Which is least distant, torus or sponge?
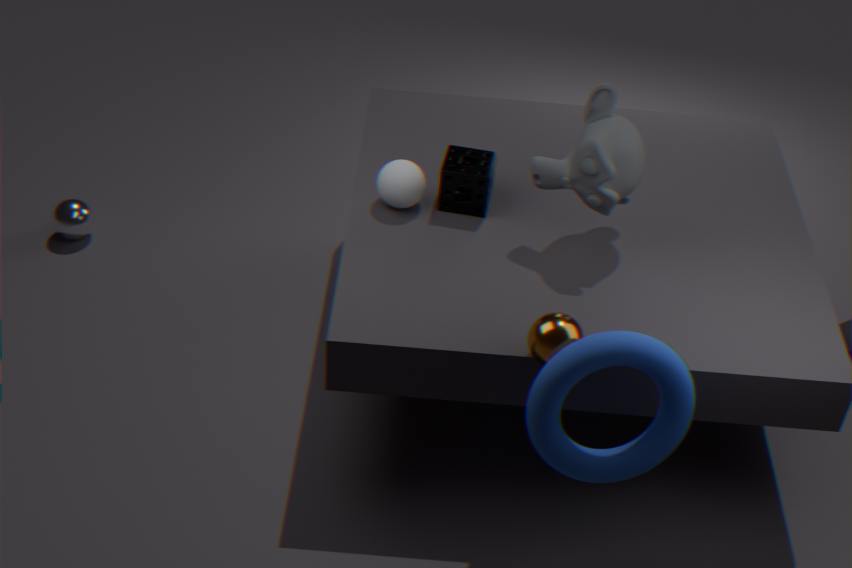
torus
